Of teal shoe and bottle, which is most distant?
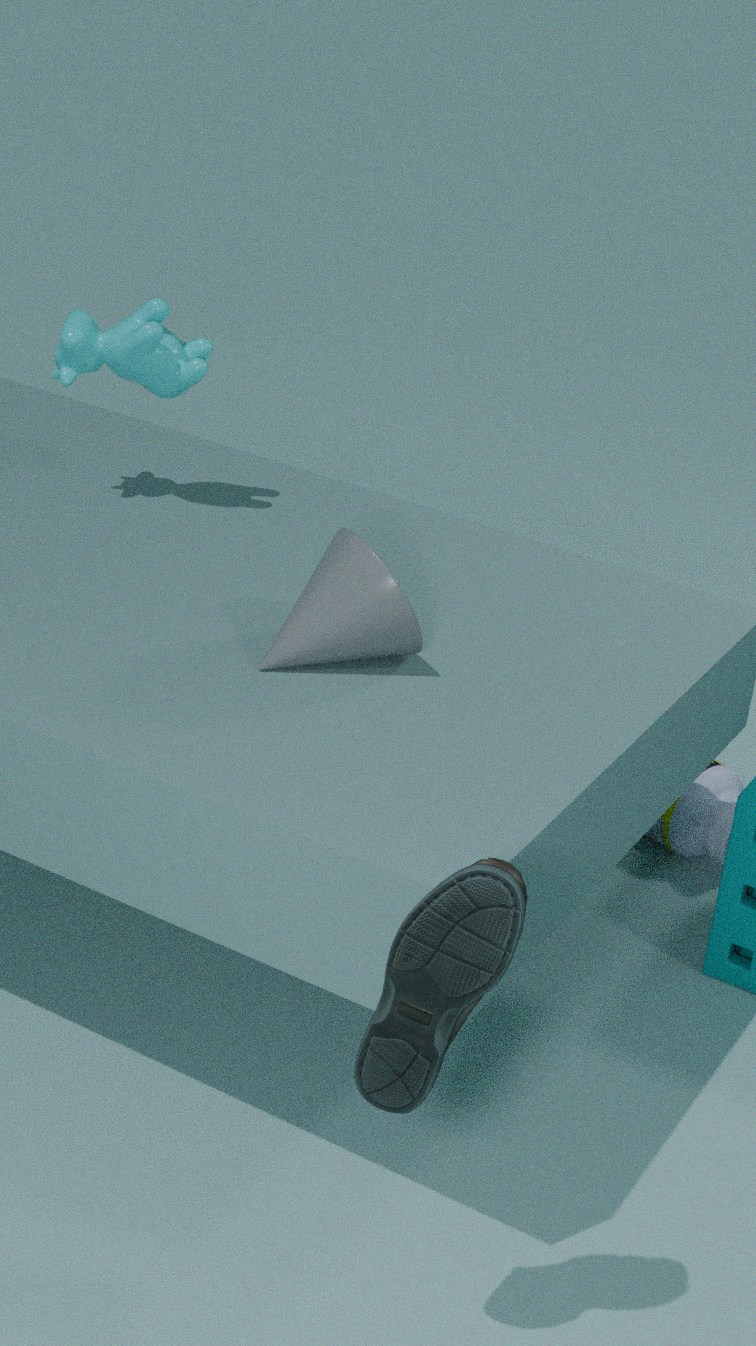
bottle
